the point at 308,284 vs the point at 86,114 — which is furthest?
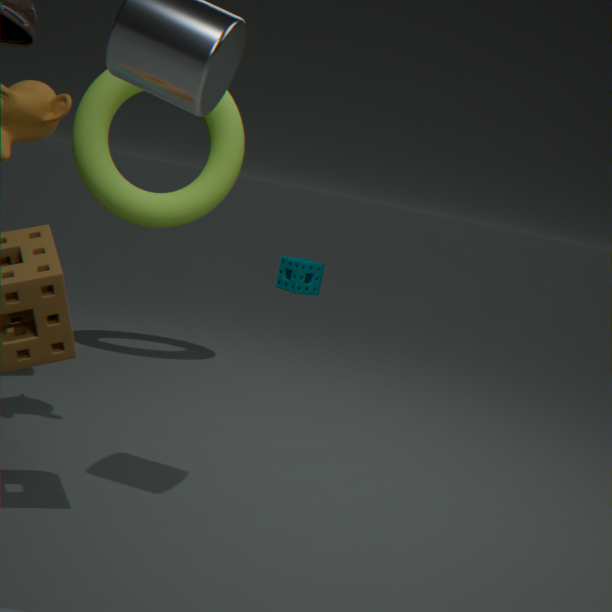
the point at 308,284
